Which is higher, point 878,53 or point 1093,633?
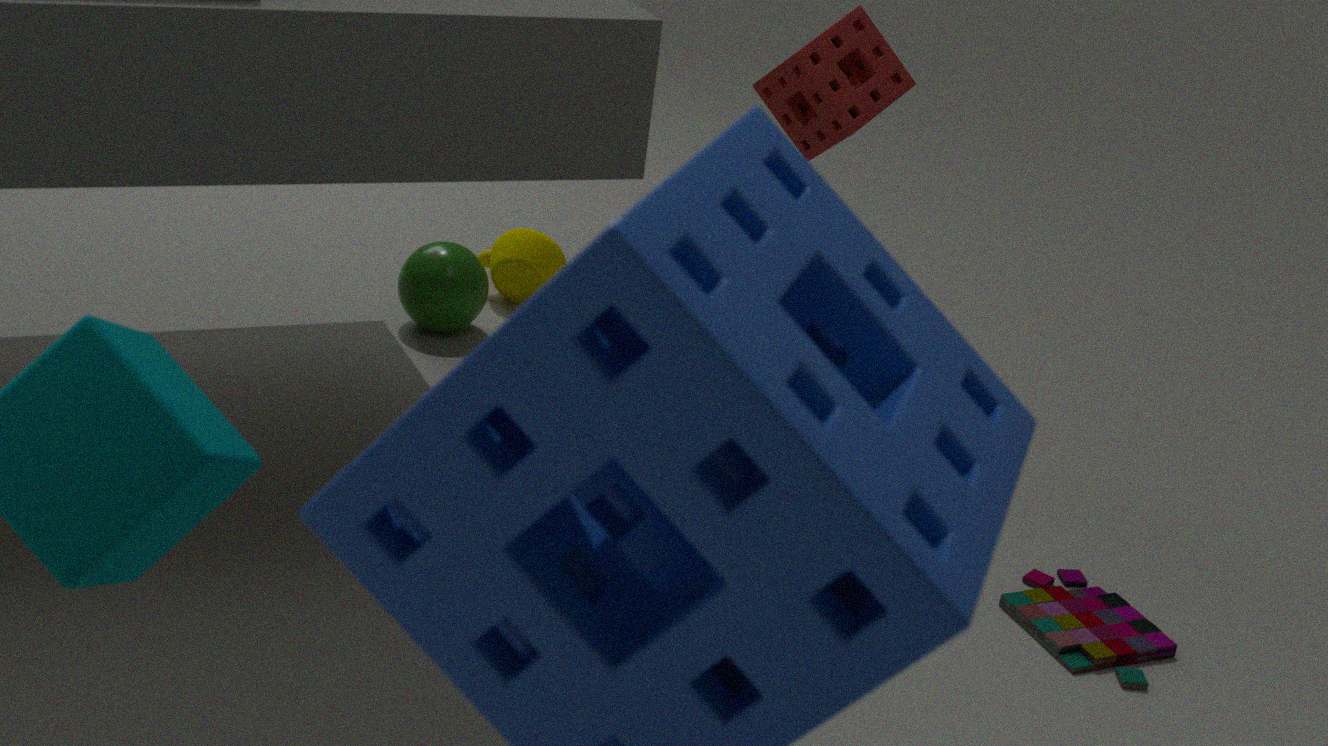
point 878,53
